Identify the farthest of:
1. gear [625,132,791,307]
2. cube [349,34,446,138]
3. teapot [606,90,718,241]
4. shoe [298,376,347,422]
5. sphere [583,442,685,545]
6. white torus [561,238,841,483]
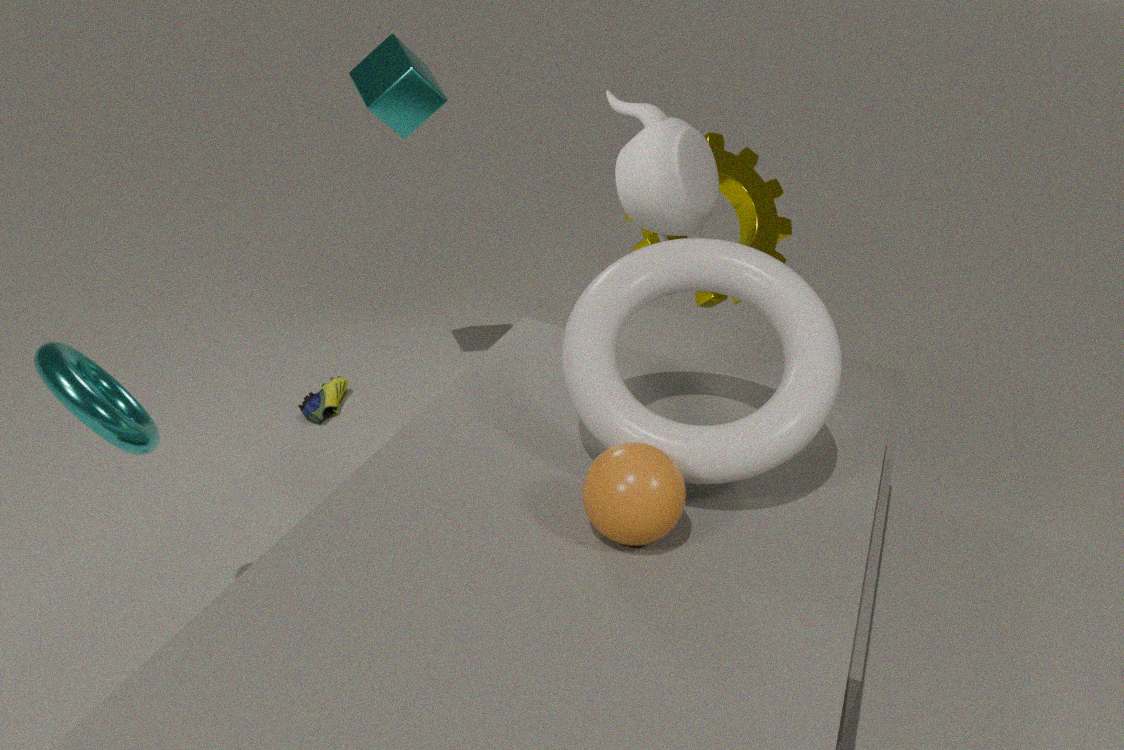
gear [625,132,791,307]
